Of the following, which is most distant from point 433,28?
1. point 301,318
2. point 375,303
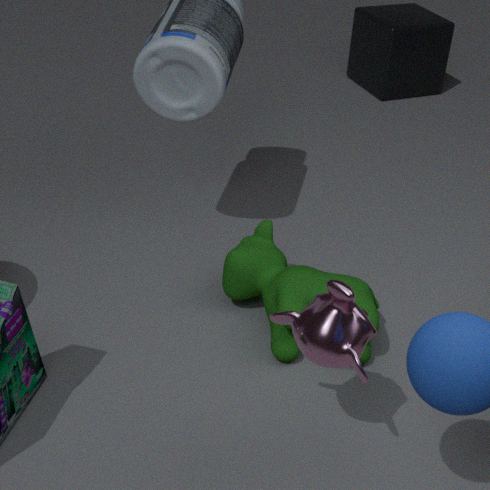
point 301,318
